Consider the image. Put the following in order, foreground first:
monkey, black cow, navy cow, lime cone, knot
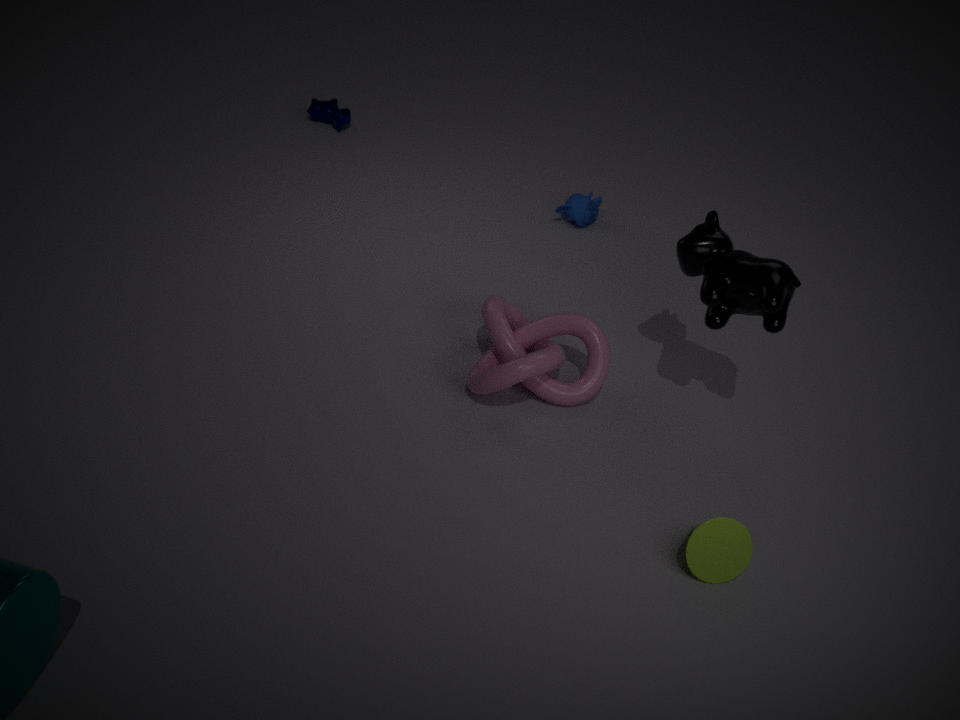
1. lime cone
2. black cow
3. knot
4. monkey
5. navy cow
